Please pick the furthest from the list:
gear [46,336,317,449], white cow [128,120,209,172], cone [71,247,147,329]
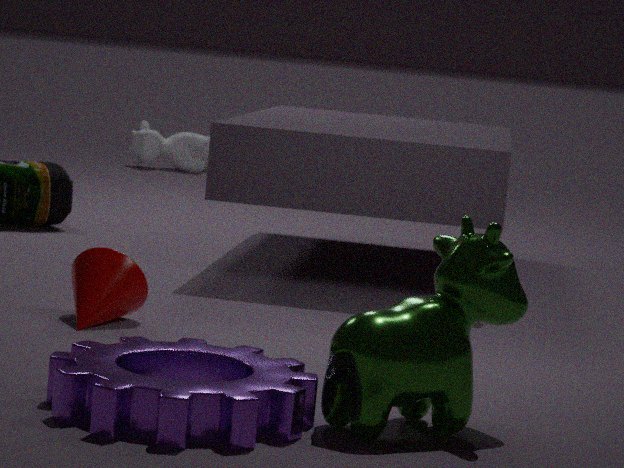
white cow [128,120,209,172]
